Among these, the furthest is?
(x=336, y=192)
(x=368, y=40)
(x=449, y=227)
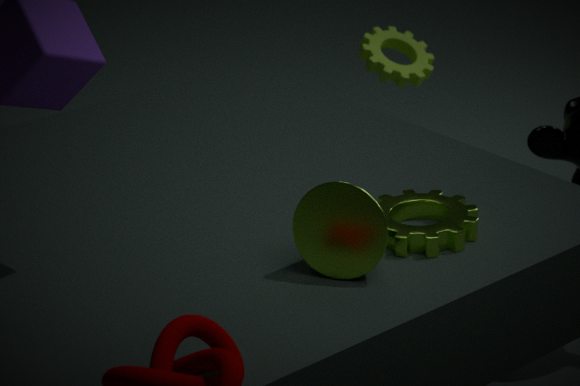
(x=368, y=40)
